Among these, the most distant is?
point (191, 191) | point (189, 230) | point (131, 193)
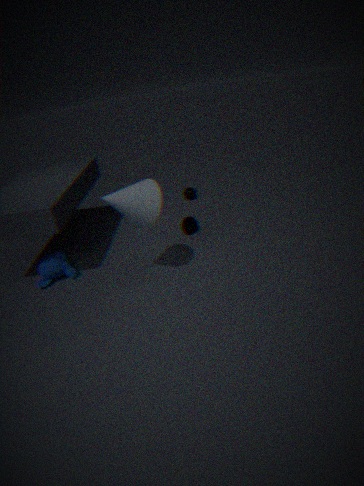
point (191, 191)
